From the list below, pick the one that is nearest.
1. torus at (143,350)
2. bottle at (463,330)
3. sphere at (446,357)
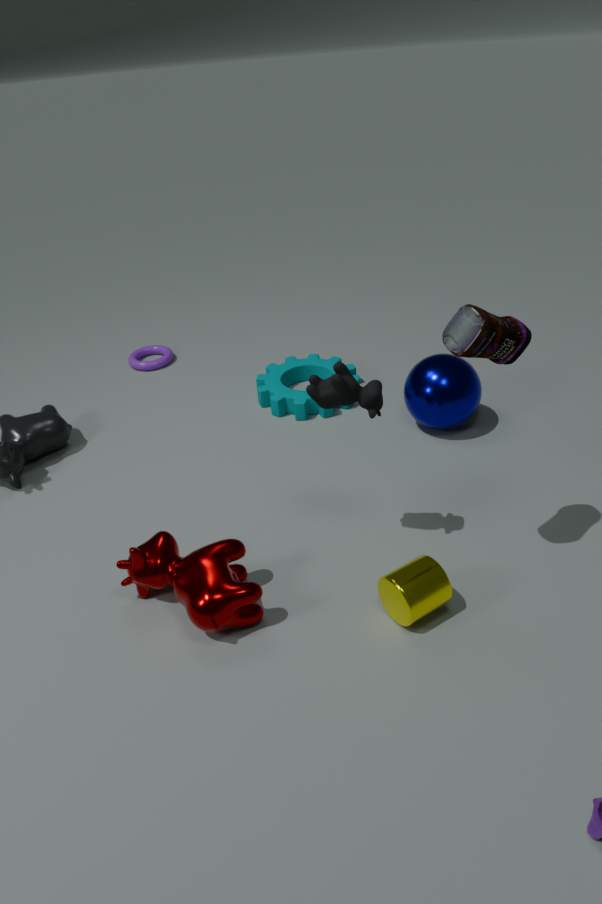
bottle at (463,330)
